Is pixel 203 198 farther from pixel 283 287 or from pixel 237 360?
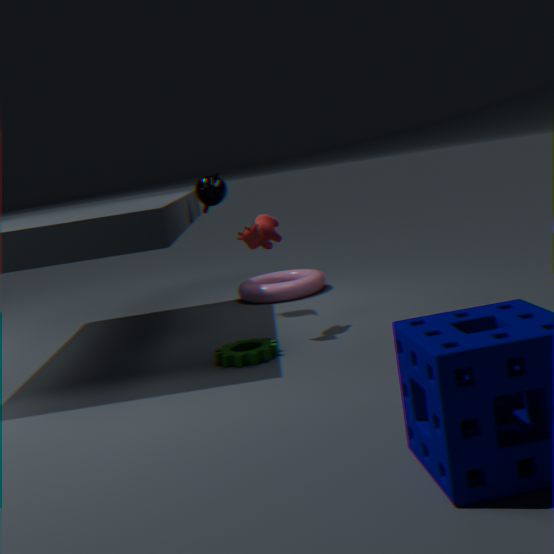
pixel 237 360
